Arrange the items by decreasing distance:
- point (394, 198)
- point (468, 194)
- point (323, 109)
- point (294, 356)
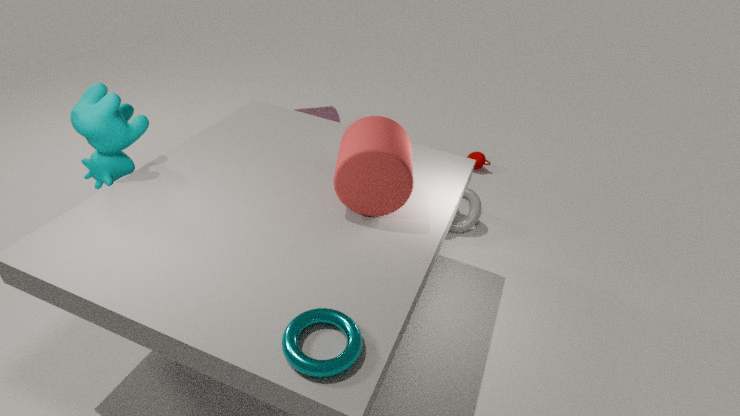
point (323, 109) < point (468, 194) < point (394, 198) < point (294, 356)
